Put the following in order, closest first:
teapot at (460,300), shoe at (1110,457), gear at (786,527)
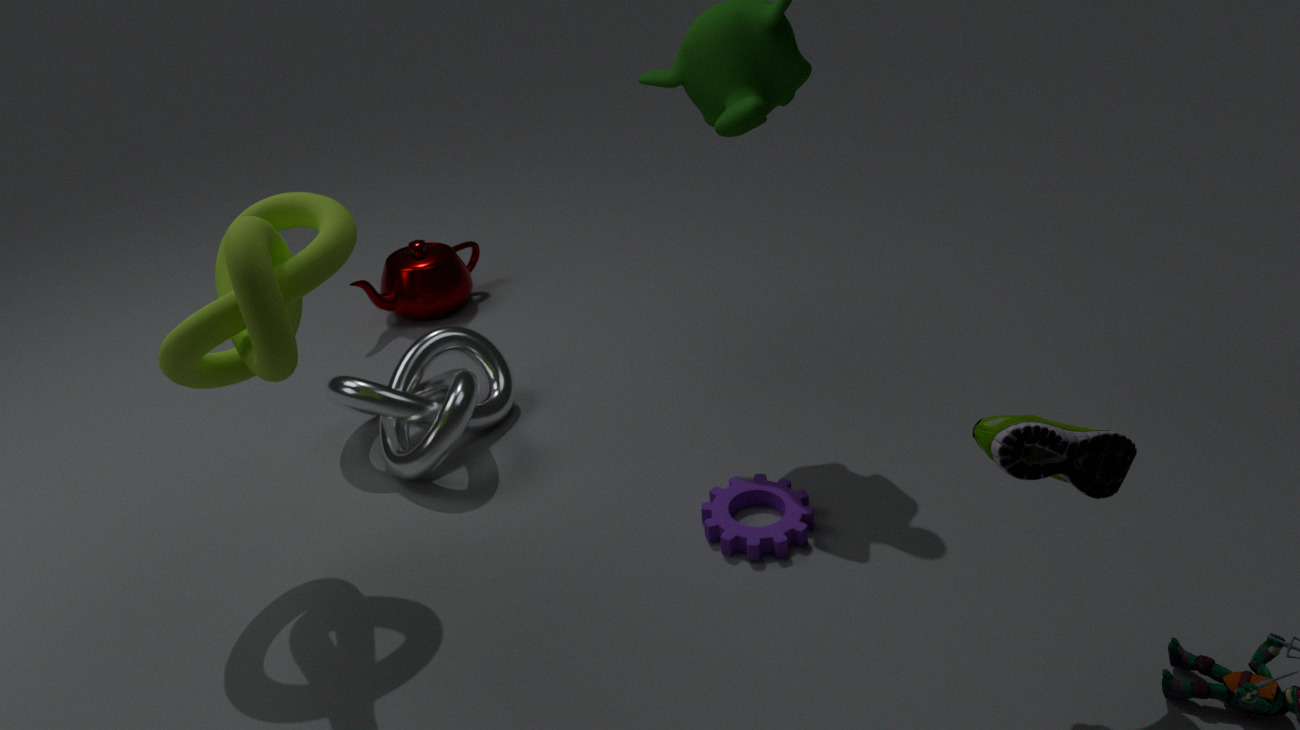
shoe at (1110,457) < gear at (786,527) < teapot at (460,300)
